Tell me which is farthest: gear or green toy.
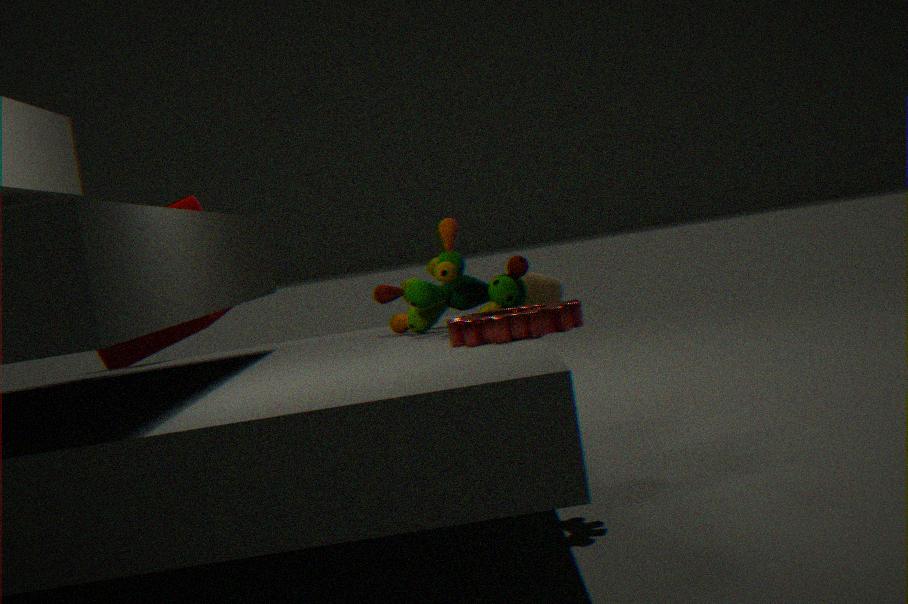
green toy
